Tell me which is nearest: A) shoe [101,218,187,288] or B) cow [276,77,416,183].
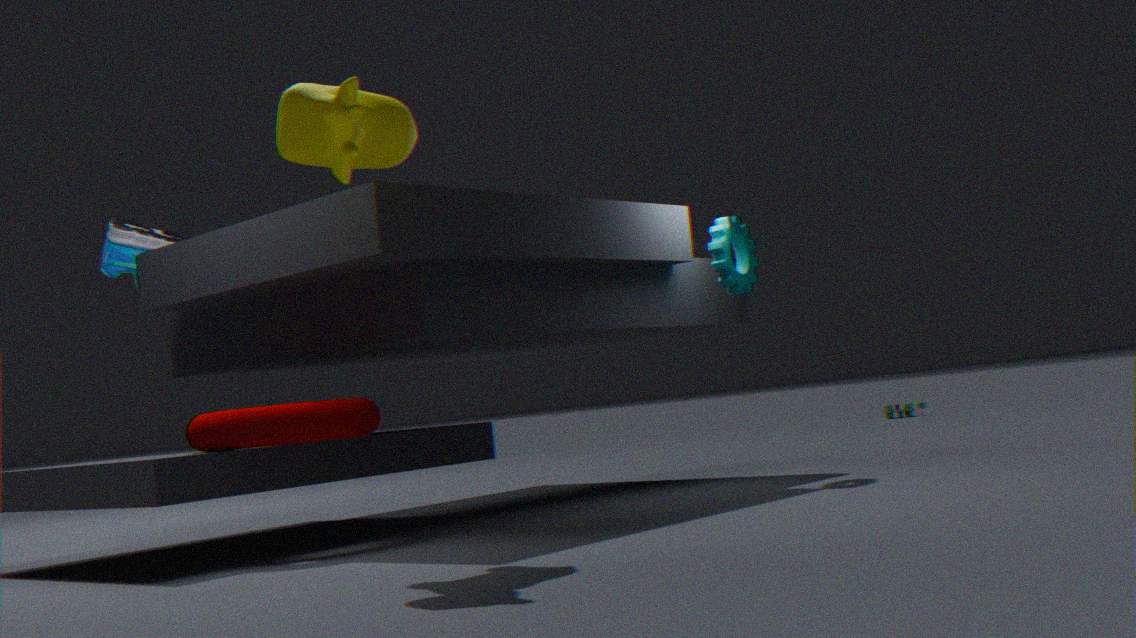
B. cow [276,77,416,183]
